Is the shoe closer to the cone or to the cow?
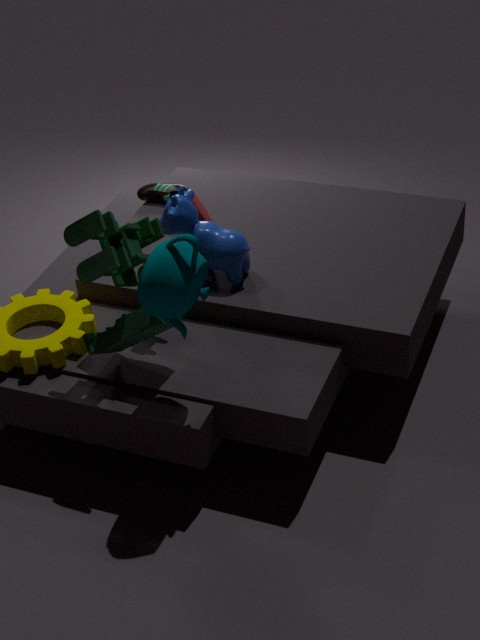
the cone
